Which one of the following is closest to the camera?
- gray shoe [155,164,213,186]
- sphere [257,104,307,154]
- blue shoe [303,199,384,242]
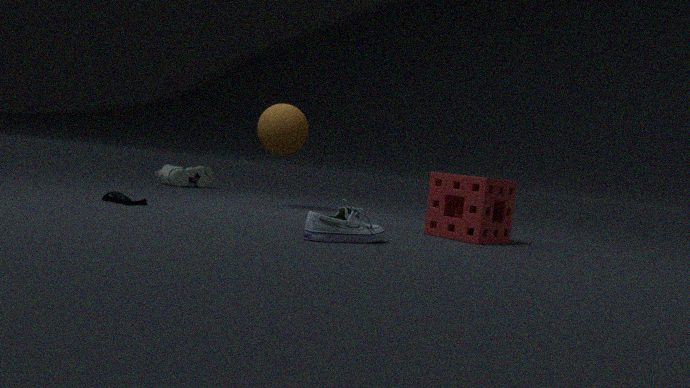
blue shoe [303,199,384,242]
